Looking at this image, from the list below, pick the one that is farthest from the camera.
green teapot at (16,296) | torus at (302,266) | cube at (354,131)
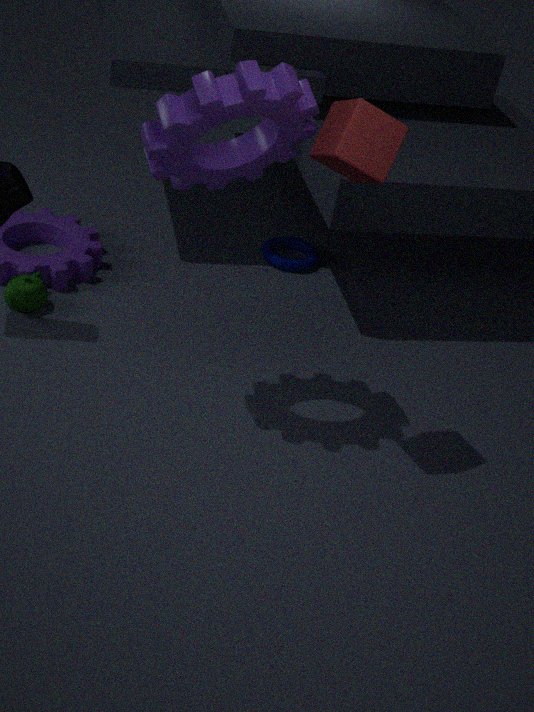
torus at (302,266)
